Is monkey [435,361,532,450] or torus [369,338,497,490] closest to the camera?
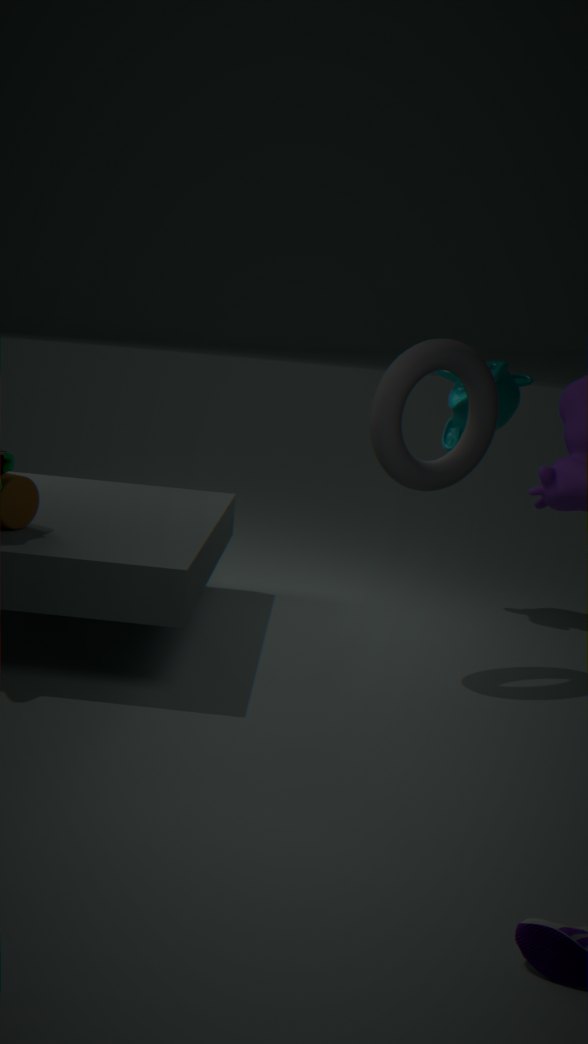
torus [369,338,497,490]
